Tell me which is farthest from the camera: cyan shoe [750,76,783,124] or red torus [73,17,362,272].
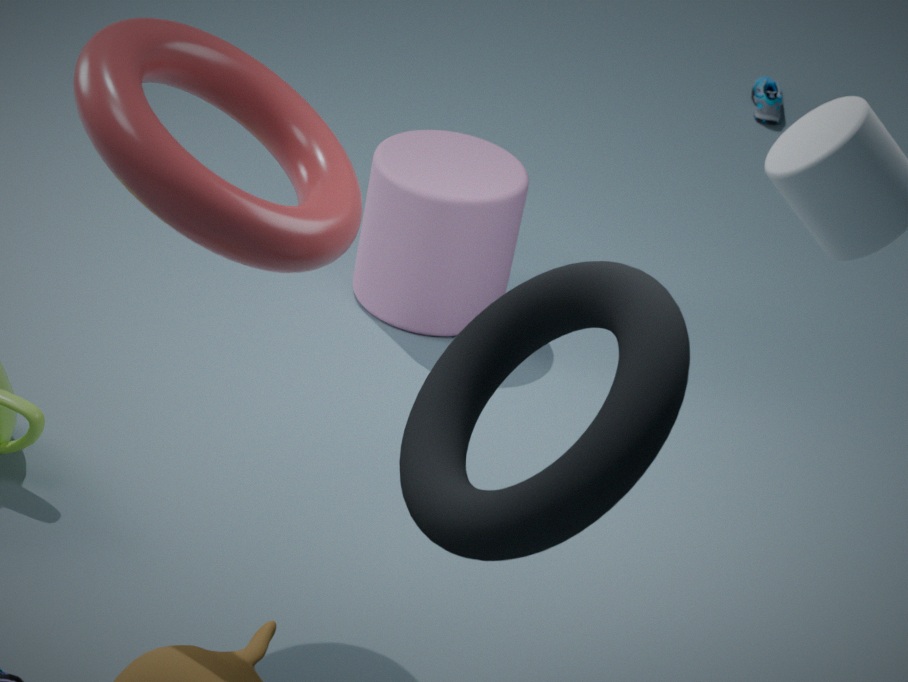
cyan shoe [750,76,783,124]
